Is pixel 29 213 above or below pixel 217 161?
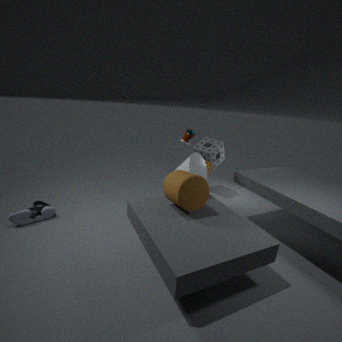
below
